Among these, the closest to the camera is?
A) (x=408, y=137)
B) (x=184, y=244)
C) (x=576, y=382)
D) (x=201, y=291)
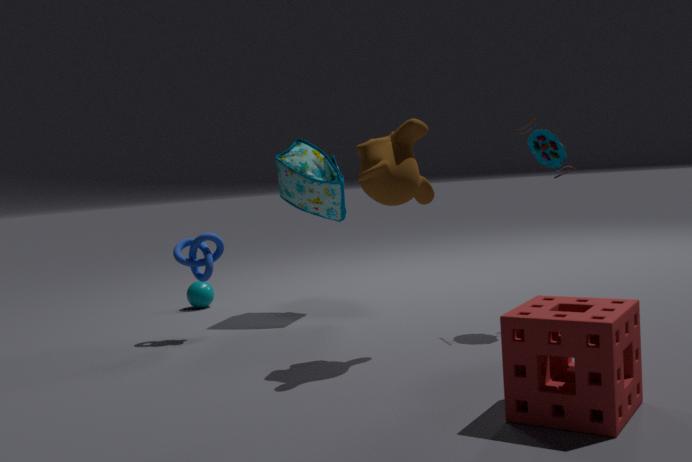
(x=576, y=382)
